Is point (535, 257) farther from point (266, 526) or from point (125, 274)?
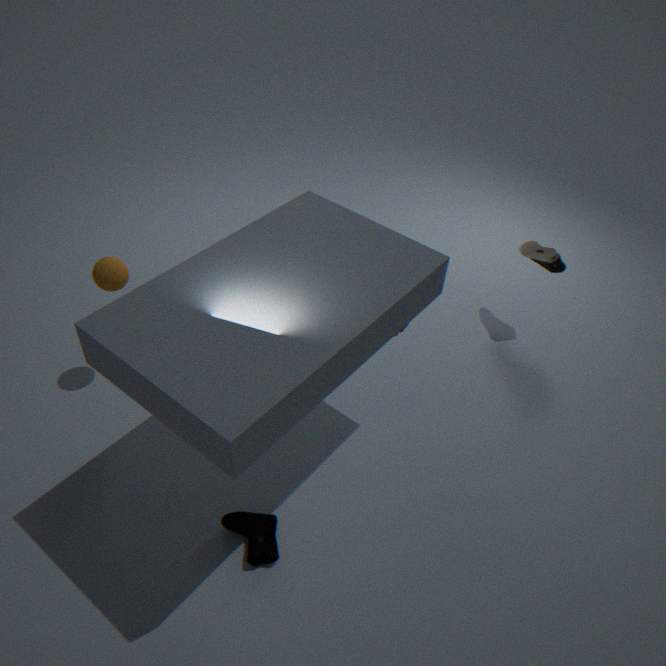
point (125, 274)
